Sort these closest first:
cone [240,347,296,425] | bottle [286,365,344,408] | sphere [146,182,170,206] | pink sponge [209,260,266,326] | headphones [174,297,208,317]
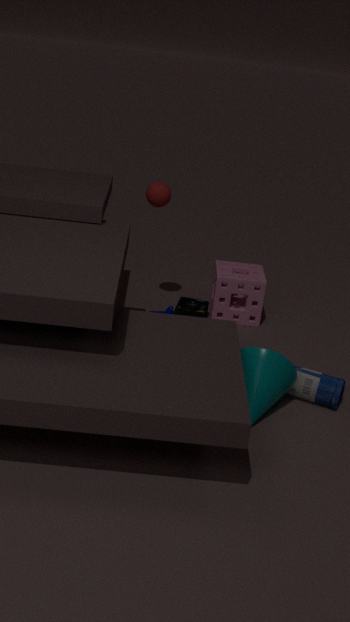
cone [240,347,296,425] → bottle [286,365,344,408] → sphere [146,182,170,206] → headphones [174,297,208,317] → pink sponge [209,260,266,326]
